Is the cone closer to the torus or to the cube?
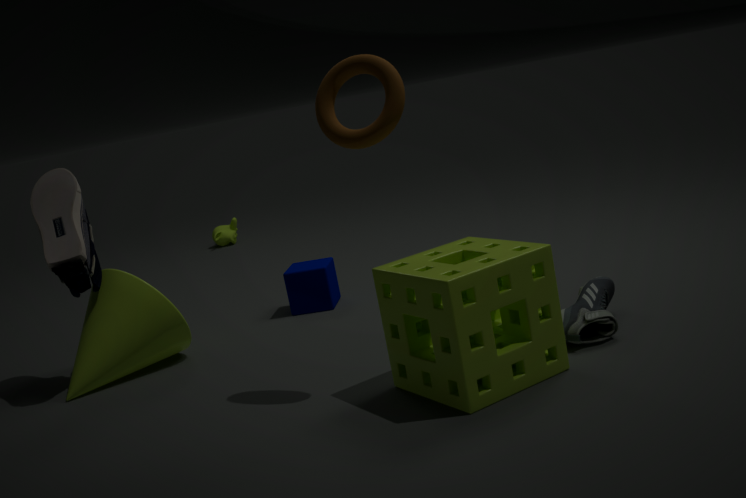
the cube
